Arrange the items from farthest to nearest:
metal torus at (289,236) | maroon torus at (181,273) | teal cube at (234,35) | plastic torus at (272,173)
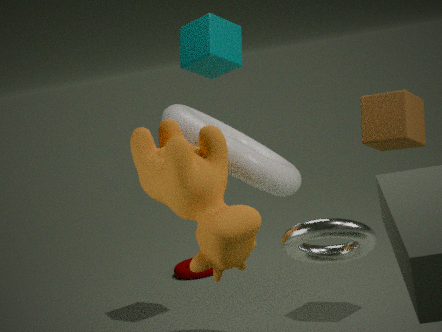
maroon torus at (181,273) → teal cube at (234,35) → plastic torus at (272,173) → metal torus at (289,236)
